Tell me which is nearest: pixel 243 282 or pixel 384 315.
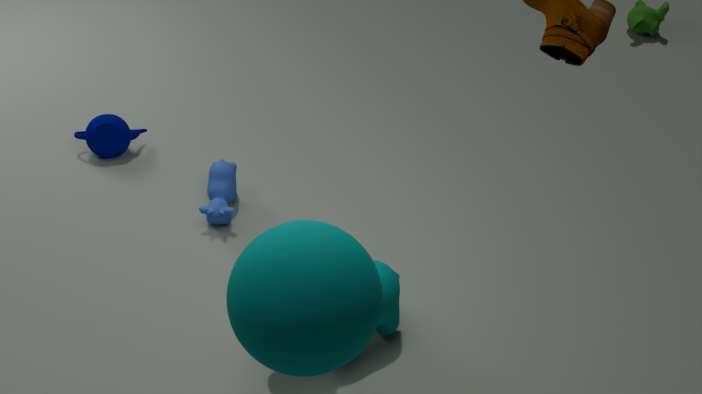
pixel 243 282
